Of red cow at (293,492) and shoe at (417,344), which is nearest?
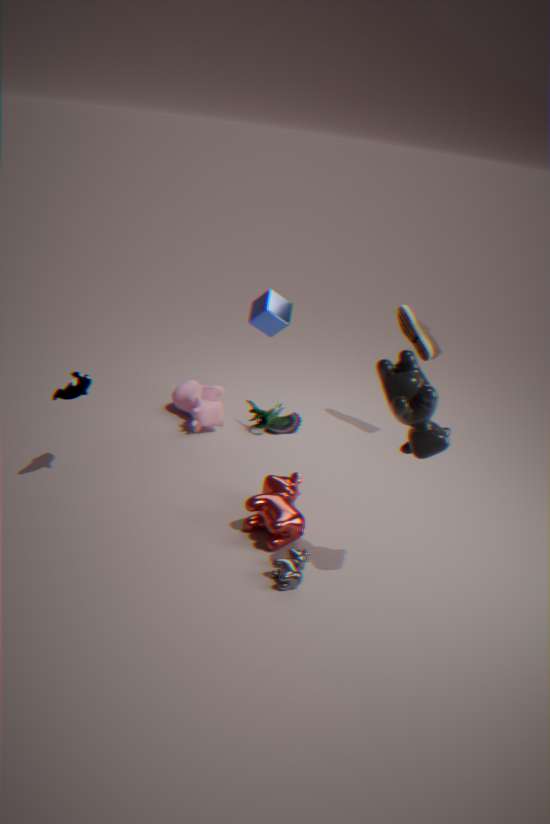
red cow at (293,492)
